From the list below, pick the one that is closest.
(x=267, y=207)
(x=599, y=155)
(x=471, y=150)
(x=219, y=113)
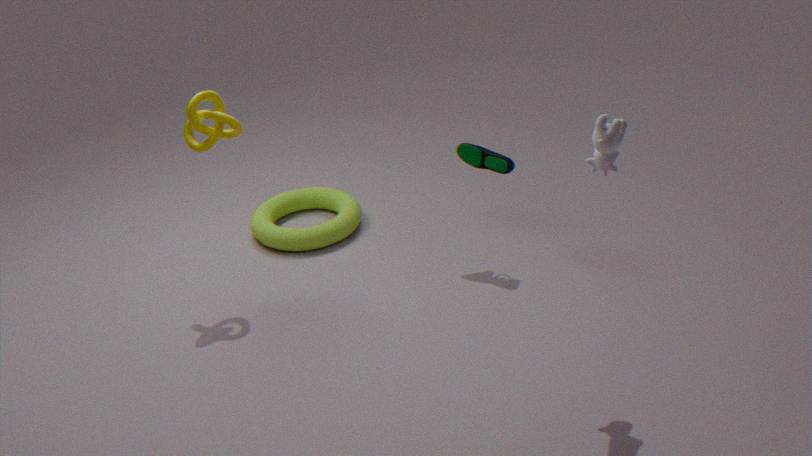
(x=599, y=155)
